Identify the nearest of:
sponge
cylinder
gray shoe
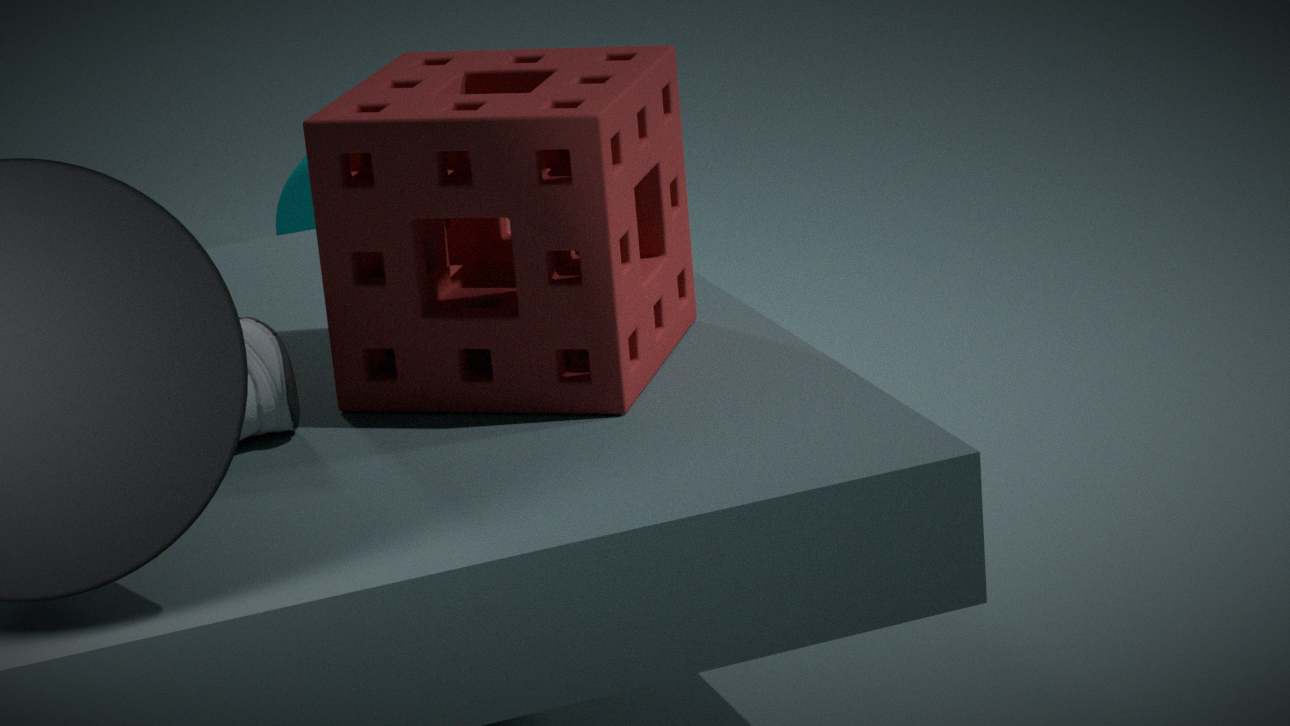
sponge
